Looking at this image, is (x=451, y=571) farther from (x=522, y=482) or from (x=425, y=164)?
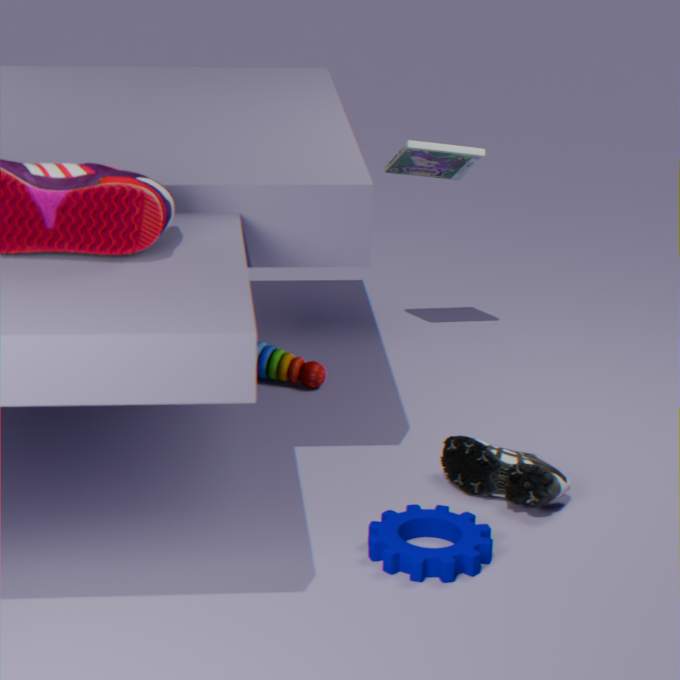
(x=425, y=164)
